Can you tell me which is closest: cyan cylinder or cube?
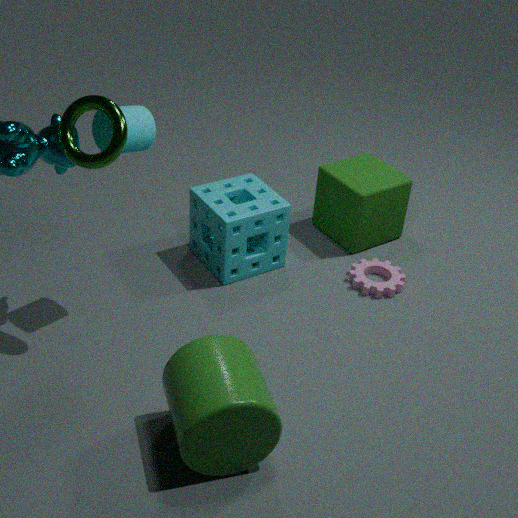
cyan cylinder
